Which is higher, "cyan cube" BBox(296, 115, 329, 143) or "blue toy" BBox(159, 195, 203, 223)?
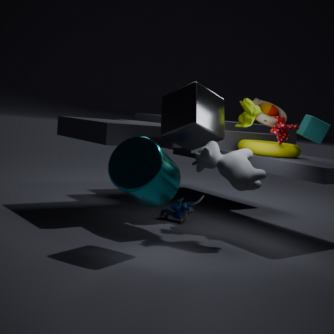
"cyan cube" BBox(296, 115, 329, 143)
